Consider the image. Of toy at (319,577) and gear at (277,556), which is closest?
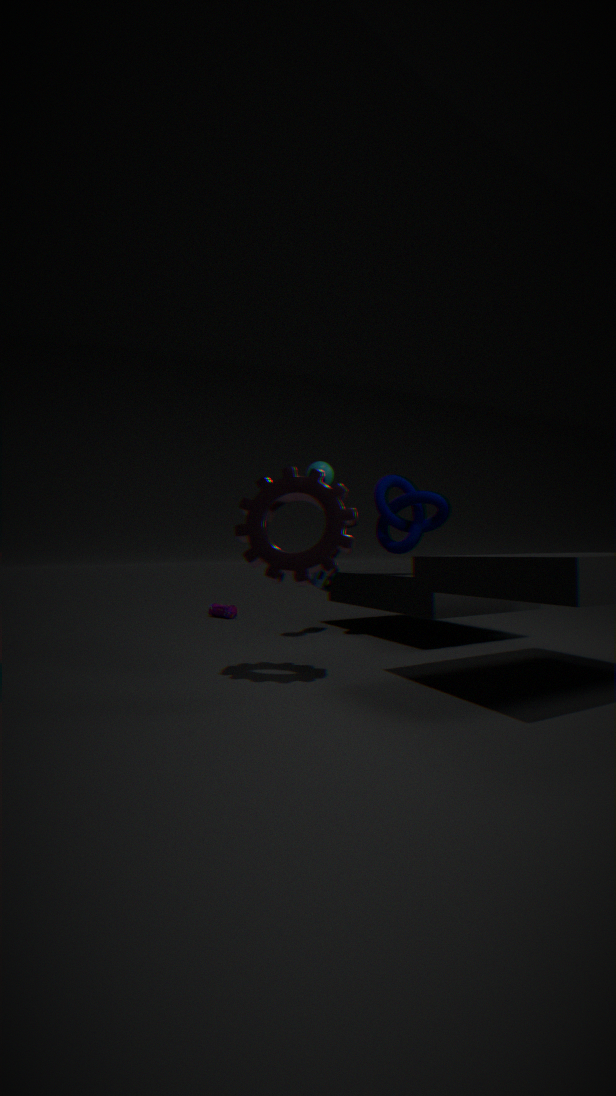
gear at (277,556)
